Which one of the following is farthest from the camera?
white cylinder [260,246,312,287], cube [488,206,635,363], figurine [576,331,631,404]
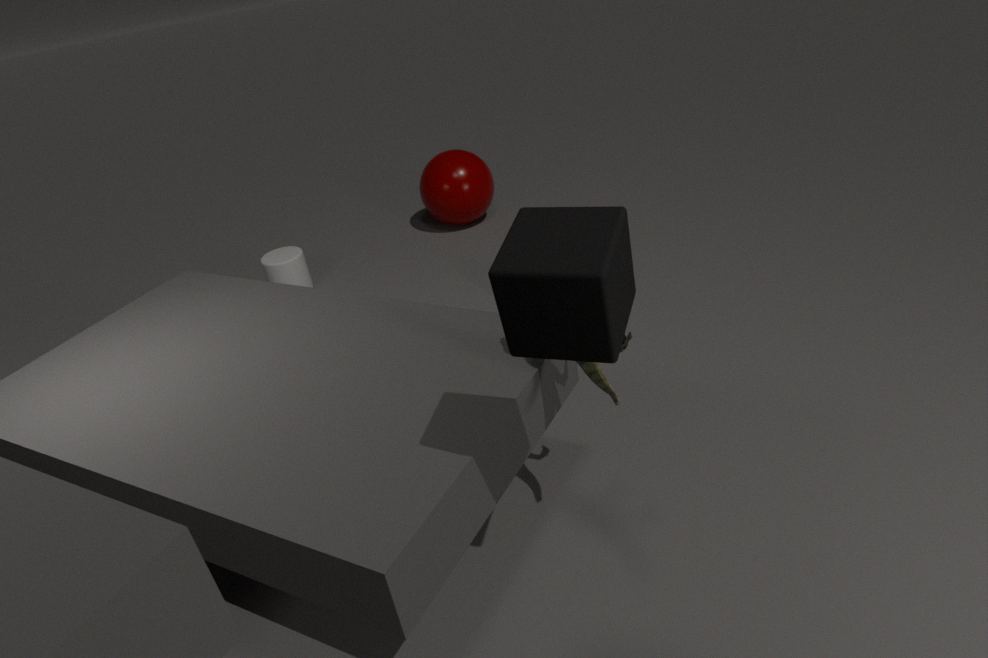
white cylinder [260,246,312,287]
